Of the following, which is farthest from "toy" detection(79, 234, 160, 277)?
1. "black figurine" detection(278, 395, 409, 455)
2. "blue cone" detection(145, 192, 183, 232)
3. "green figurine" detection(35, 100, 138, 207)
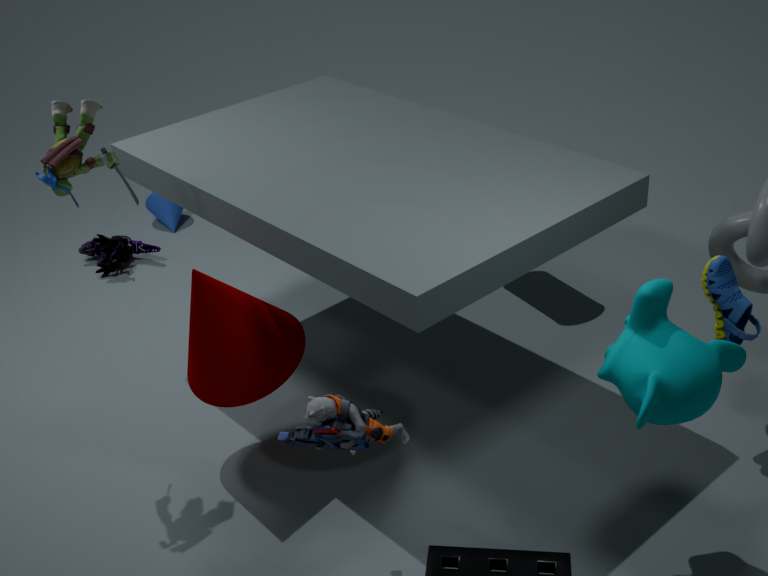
"black figurine" detection(278, 395, 409, 455)
